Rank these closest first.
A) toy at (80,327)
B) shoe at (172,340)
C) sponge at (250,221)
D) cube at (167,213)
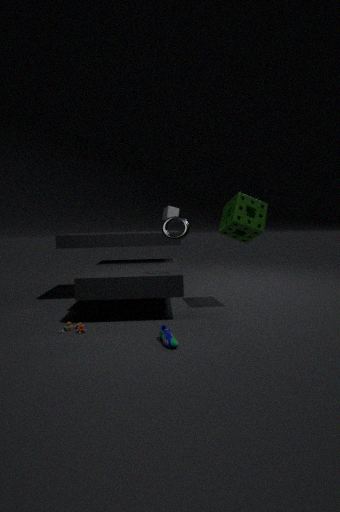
shoe at (172,340) < toy at (80,327) < sponge at (250,221) < cube at (167,213)
